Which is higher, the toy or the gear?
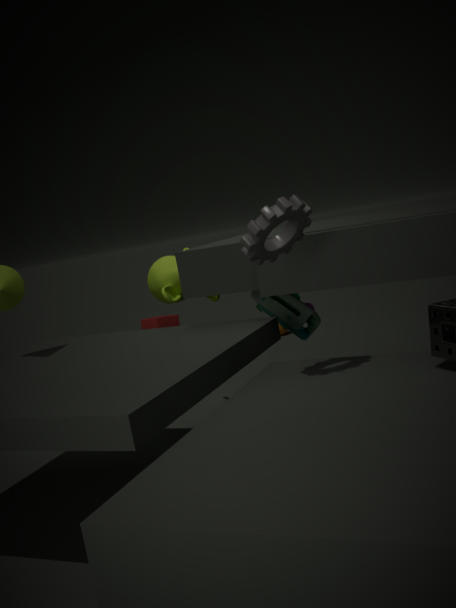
the gear
